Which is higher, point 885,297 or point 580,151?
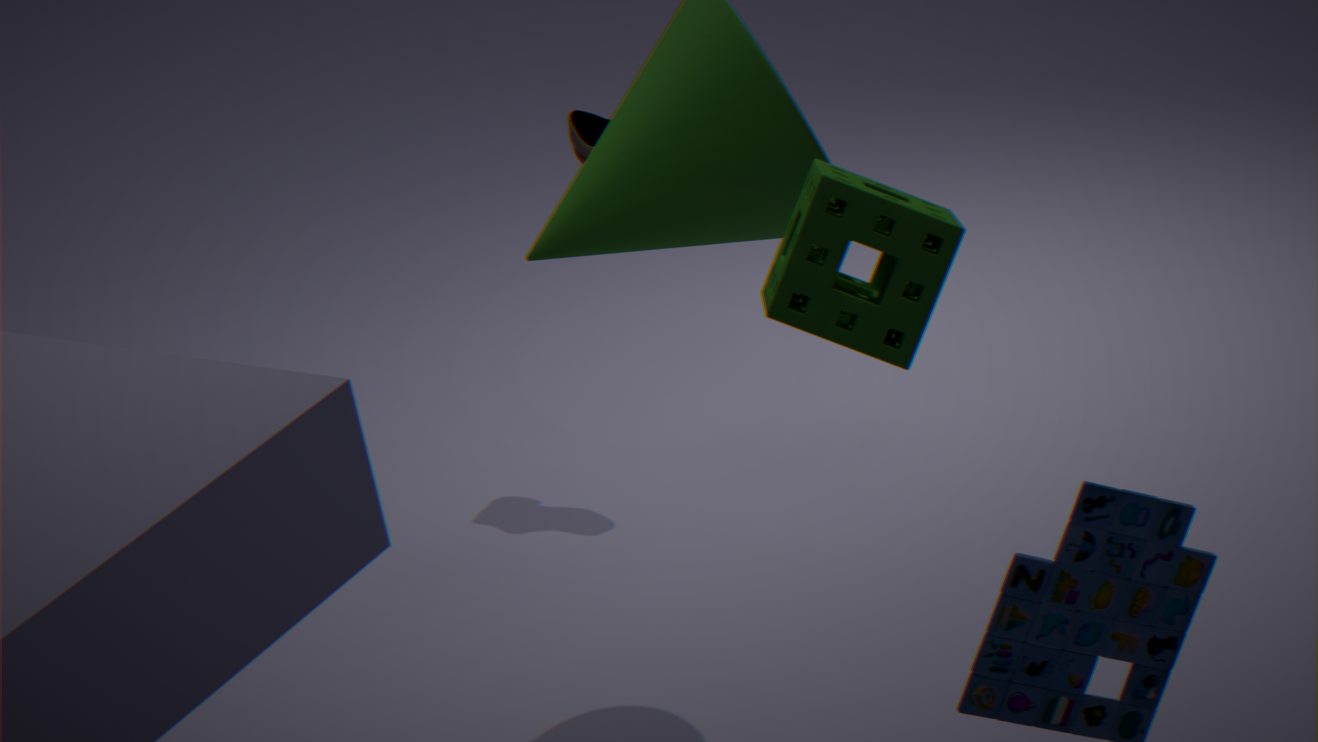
point 885,297
